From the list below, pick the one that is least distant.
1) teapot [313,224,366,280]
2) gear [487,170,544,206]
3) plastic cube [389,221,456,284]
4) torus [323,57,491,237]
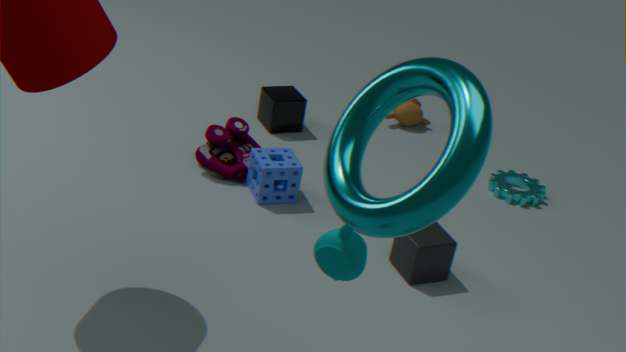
4. torus [323,57,491,237]
